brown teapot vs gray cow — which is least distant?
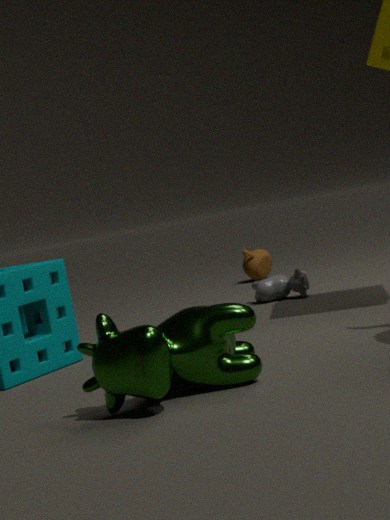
gray cow
